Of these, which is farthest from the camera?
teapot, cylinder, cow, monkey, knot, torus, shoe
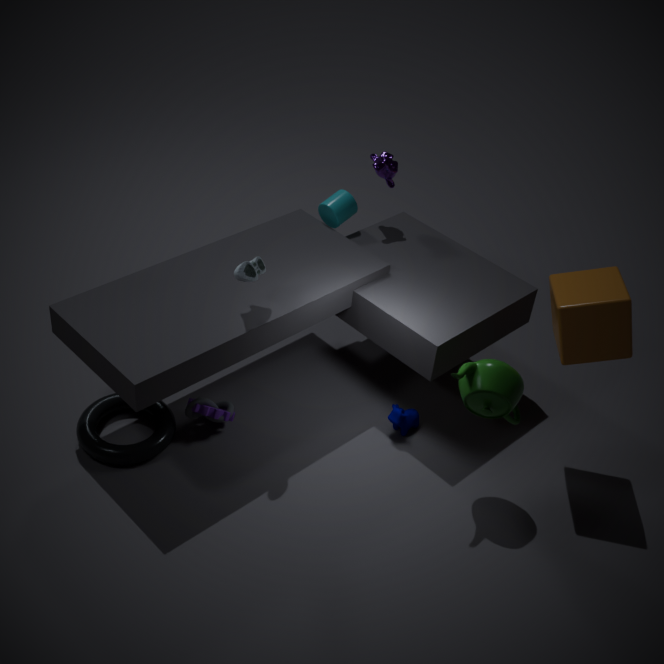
cylinder
